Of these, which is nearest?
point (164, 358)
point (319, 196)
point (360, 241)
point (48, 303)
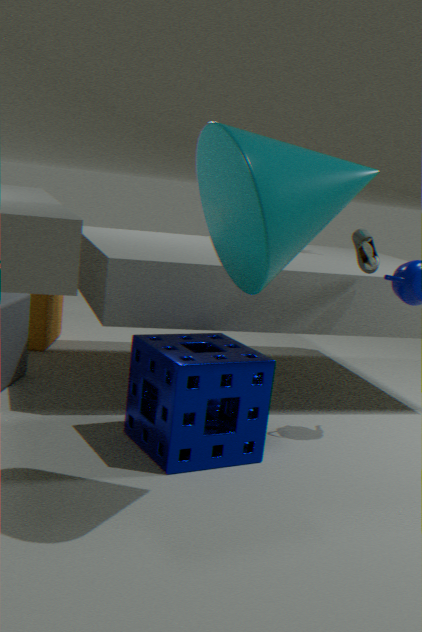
point (319, 196)
